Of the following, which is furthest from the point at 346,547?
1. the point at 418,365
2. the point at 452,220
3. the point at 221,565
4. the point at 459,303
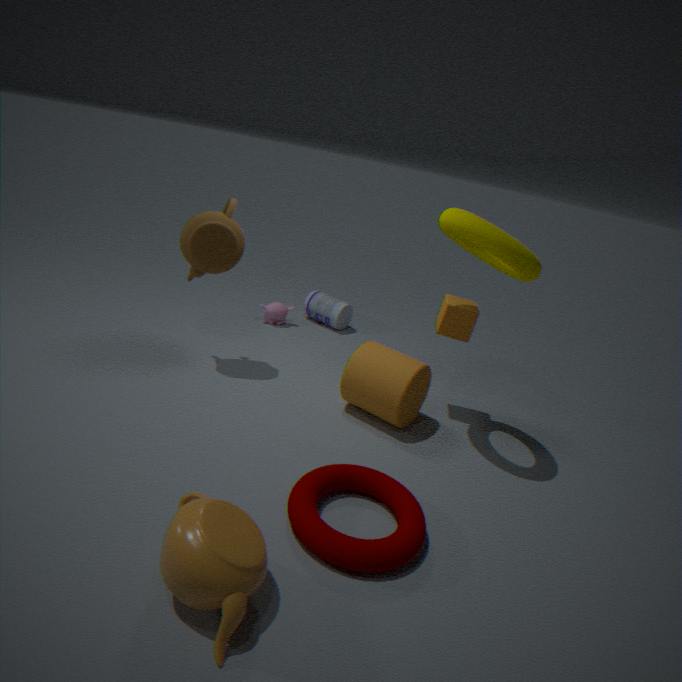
the point at 452,220
